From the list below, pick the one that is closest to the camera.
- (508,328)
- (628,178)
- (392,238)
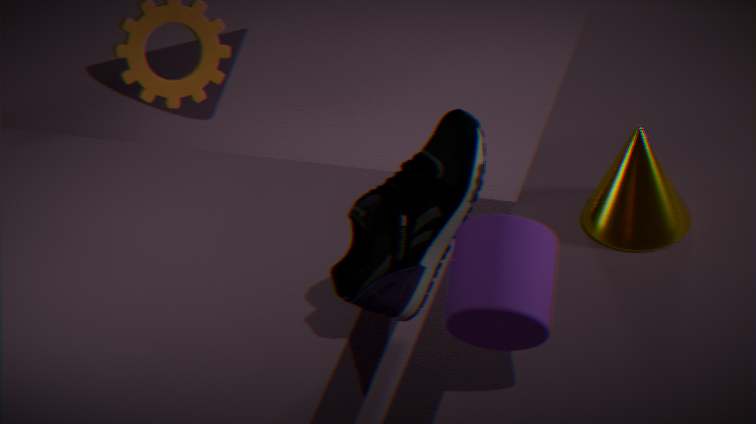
(508,328)
